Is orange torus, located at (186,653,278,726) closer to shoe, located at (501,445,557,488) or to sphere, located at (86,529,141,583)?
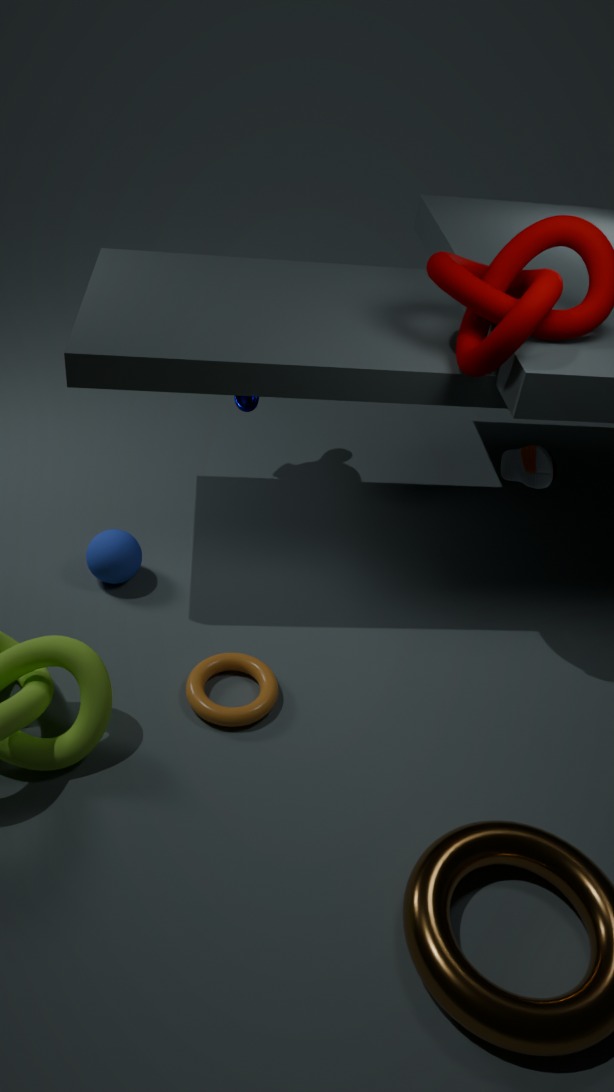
sphere, located at (86,529,141,583)
